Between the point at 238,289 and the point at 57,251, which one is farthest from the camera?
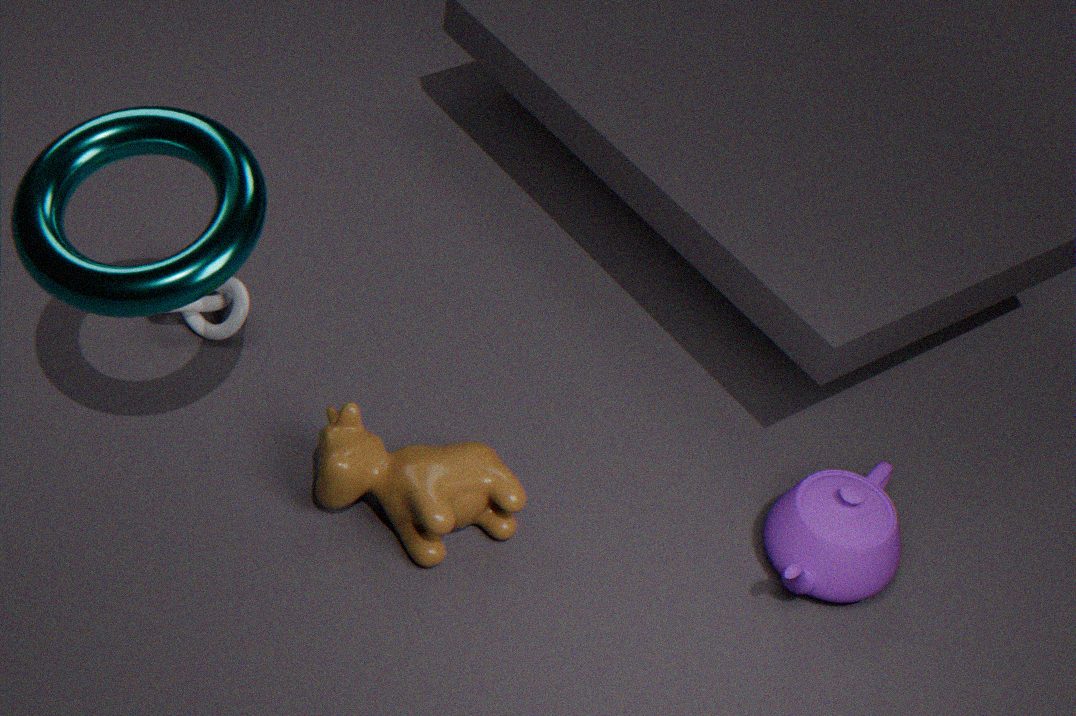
the point at 238,289
